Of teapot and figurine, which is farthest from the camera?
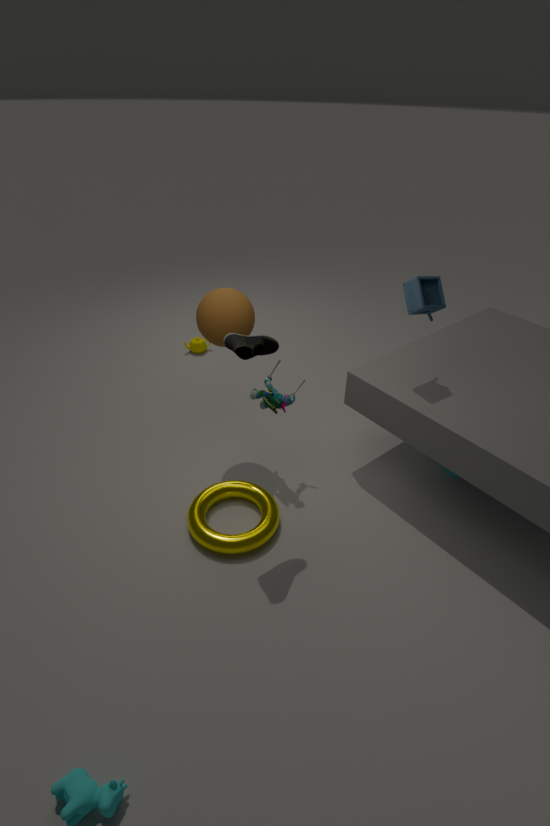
teapot
